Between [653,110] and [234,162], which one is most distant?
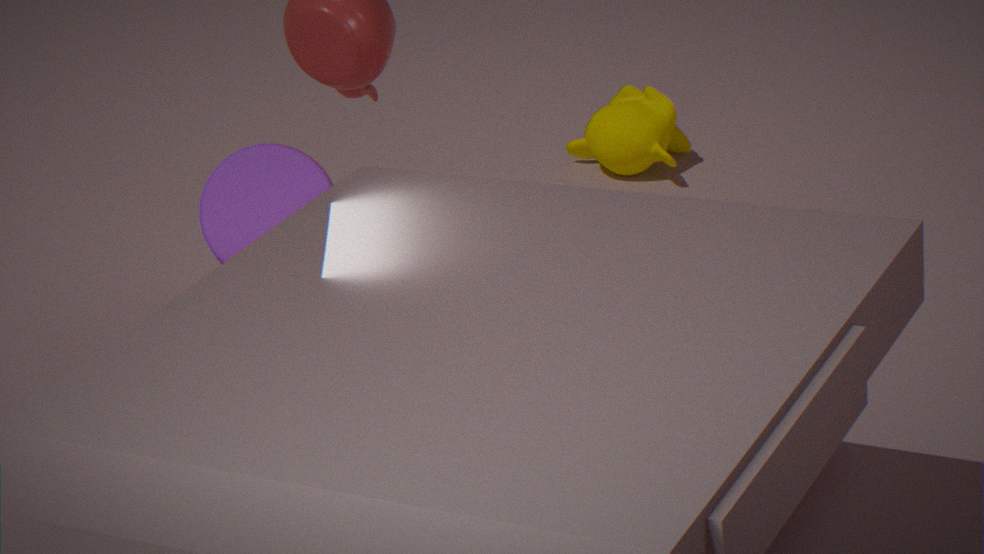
[653,110]
